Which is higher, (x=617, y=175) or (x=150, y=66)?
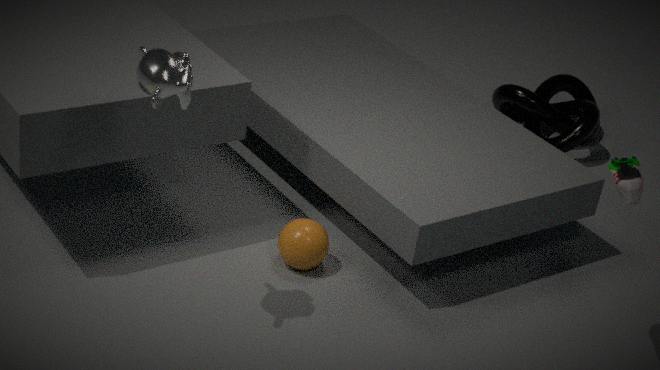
(x=150, y=66)
